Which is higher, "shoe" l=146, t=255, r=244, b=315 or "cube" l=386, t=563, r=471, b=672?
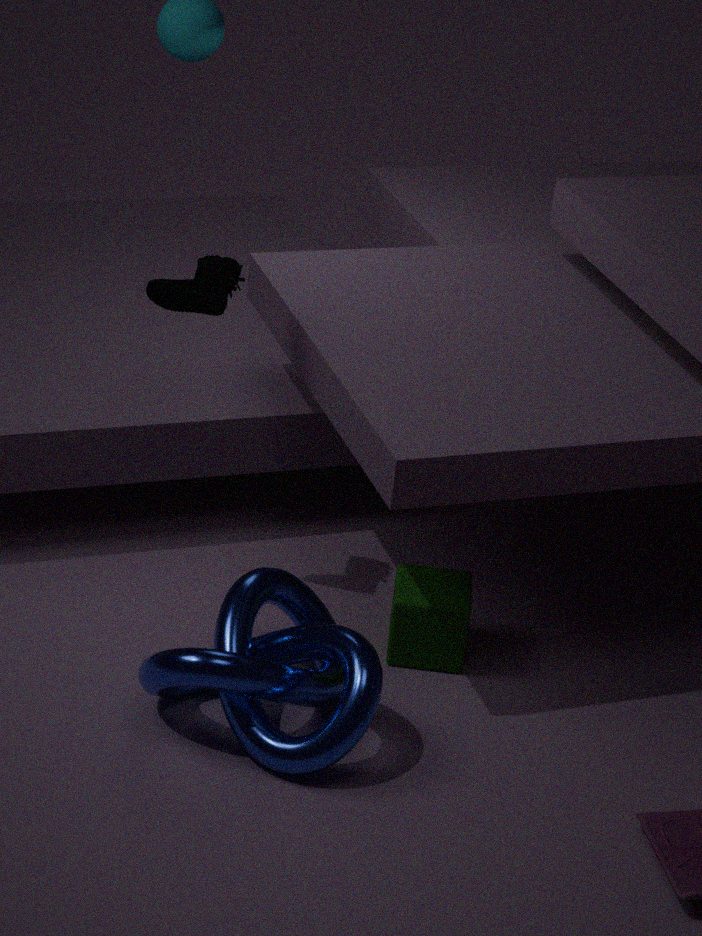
"shoe" l=146, t=255, r=244, b=315
